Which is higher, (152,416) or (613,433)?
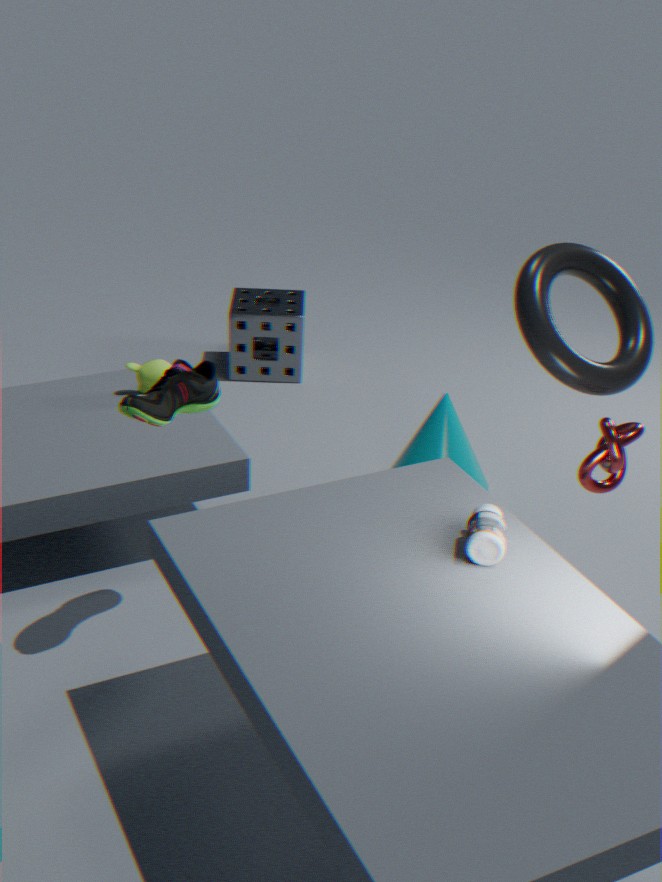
(152,416)
